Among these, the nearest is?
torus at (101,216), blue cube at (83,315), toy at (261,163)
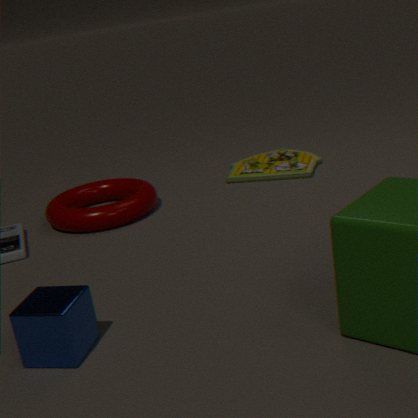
blue cube at (83,315)
